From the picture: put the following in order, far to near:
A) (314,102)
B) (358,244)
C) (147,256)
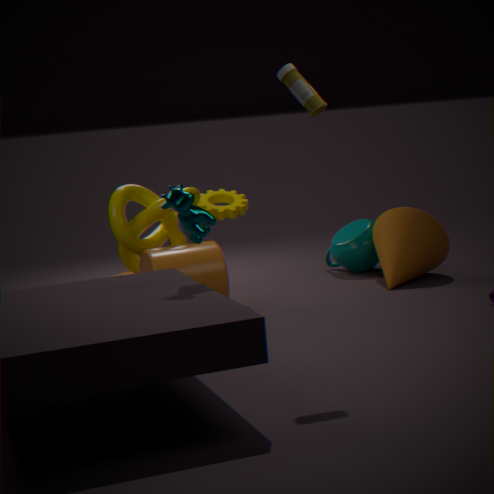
(358,244) → (147,256) → (314,102)
